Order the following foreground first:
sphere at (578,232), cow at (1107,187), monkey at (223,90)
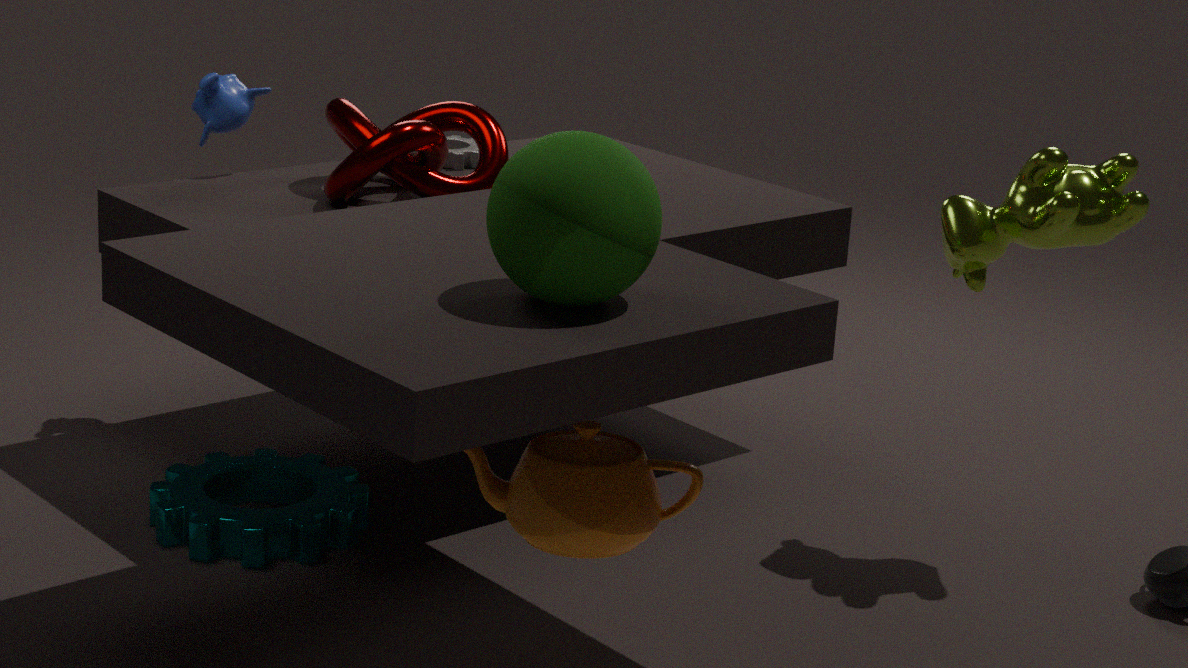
sphere at (578,232), cow at (1107,187), monkey at (223,90)
